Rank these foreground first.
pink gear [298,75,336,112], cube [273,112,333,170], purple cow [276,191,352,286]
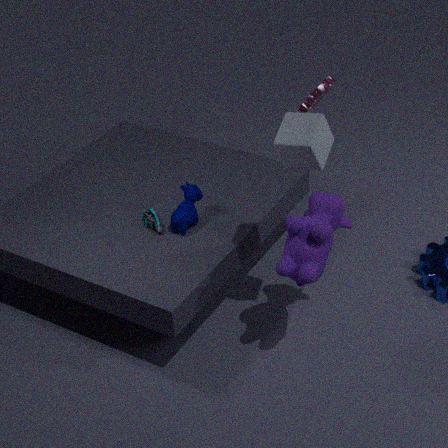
cube [273,112,333,170]
purple cow [276,191,352,286]
pink gear [298,75,336,112]
